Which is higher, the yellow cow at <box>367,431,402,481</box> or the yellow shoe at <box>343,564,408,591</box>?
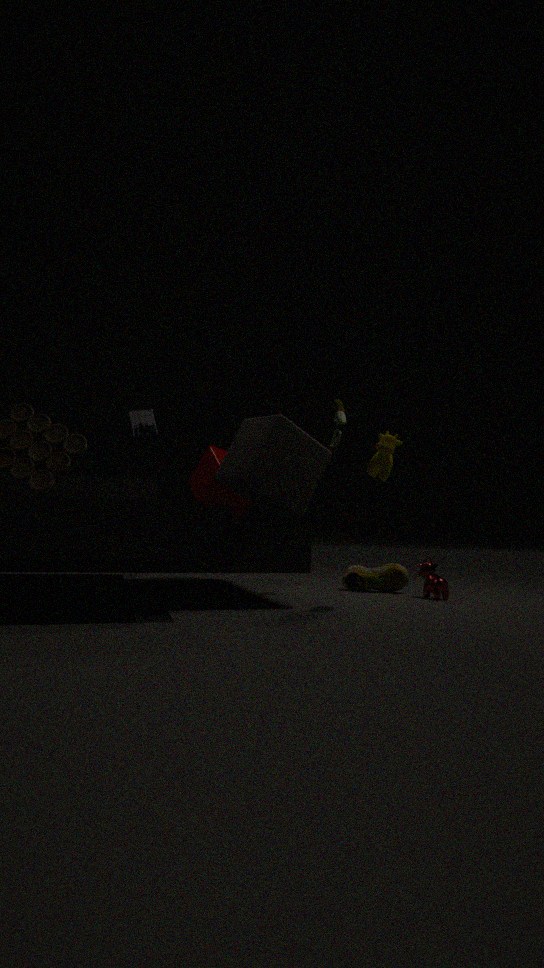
the yellow cow at <box>367,431,402,481</box>
